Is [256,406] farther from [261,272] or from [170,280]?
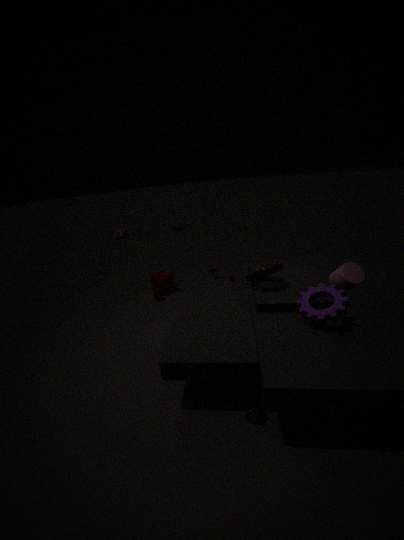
[170,280]
